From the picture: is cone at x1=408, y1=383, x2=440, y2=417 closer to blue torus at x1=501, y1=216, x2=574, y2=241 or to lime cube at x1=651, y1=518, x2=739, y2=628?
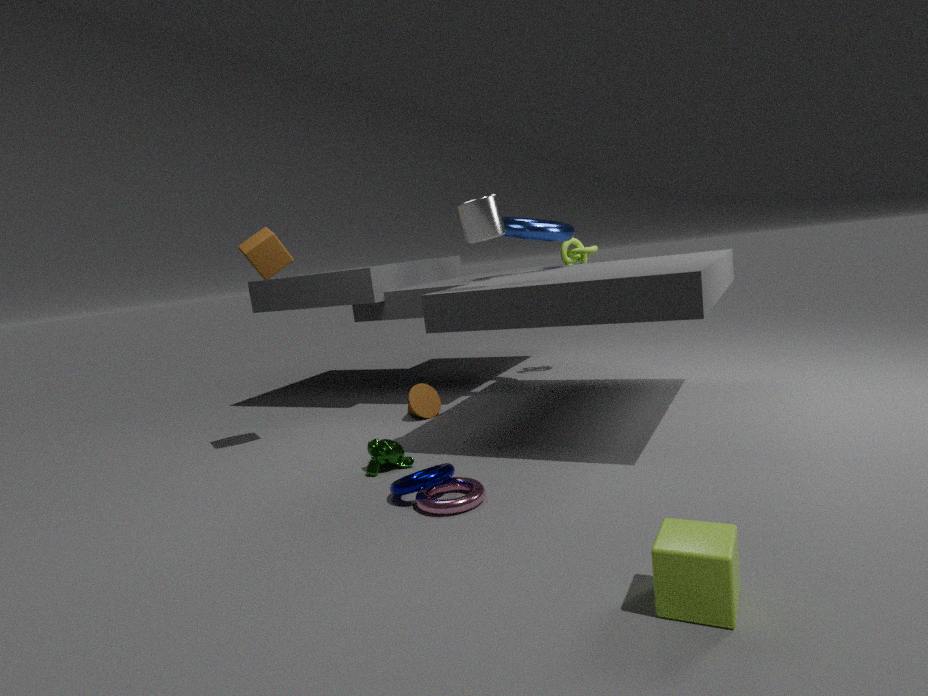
blue torus at x1=501, y1=216, x2=574, y2=241
